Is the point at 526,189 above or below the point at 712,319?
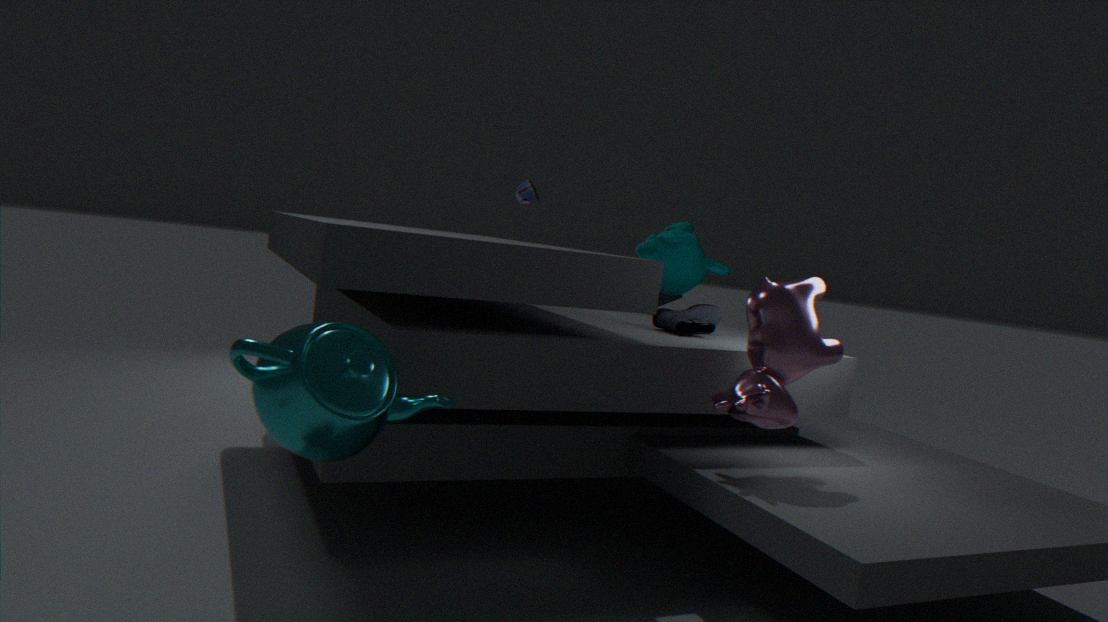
above
